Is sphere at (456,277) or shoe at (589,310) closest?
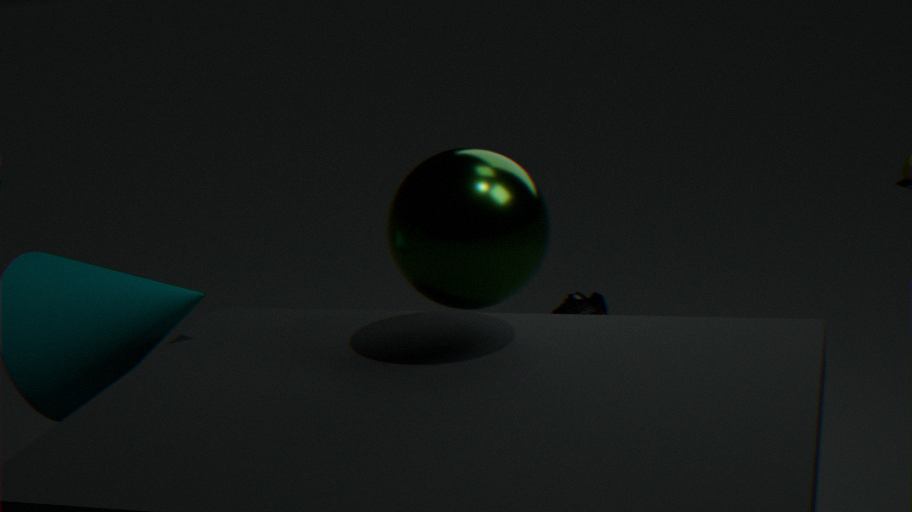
sphere at (456,277)
